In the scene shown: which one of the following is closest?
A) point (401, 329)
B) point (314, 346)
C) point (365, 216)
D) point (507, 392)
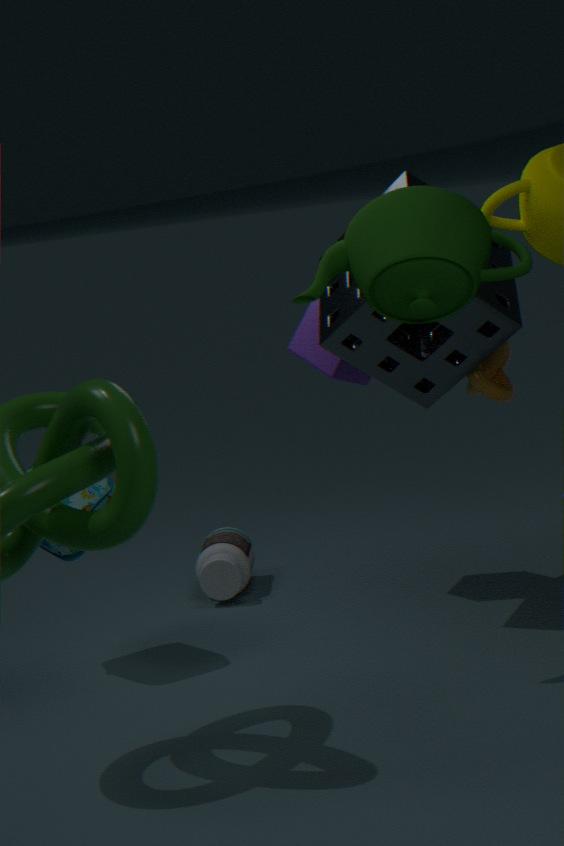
point (365, 216)
